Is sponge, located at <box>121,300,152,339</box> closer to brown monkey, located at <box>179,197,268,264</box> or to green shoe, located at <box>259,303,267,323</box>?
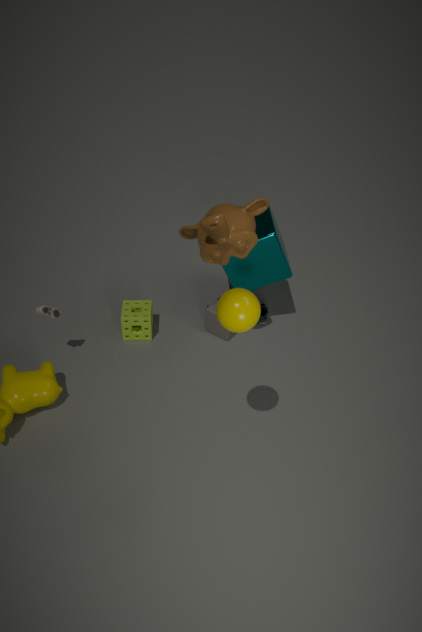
brown monkey, located at <box>179,197,268,264</box>
